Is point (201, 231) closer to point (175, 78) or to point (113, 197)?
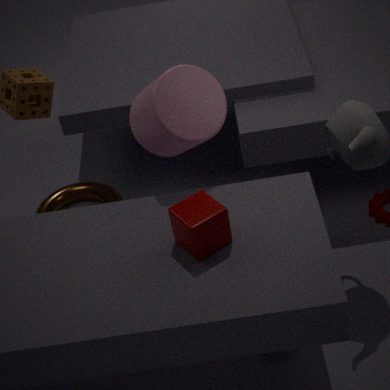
point (175, 78)
